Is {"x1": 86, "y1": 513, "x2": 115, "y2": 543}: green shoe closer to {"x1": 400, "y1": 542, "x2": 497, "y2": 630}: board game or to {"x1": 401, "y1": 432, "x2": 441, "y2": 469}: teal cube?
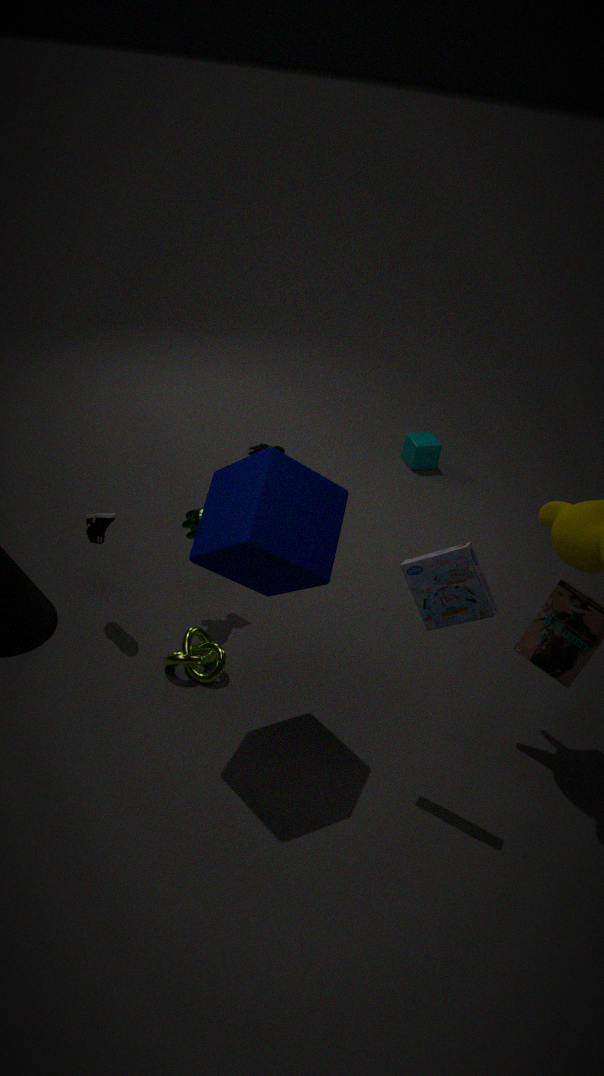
{"x1": 400, "y1": 542, "x2": 497, "y2": 630}: board game
